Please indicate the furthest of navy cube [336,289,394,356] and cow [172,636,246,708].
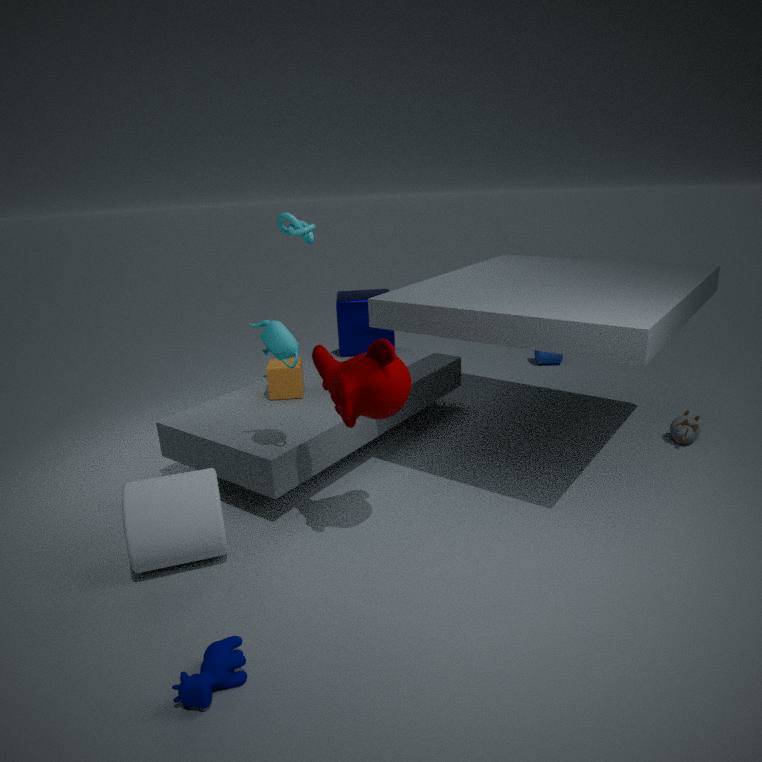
navy cube [336,289,394,356]
